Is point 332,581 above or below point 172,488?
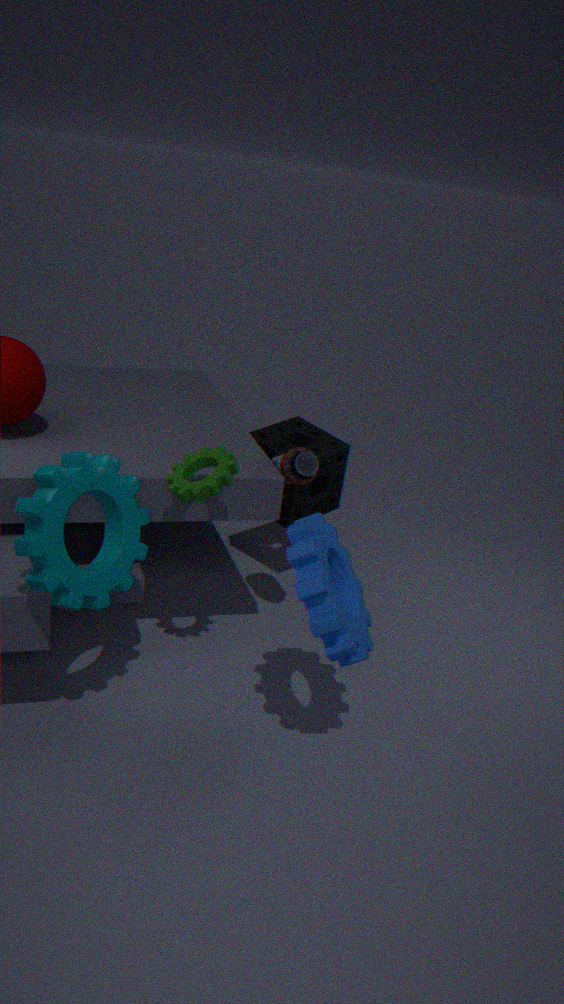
below
